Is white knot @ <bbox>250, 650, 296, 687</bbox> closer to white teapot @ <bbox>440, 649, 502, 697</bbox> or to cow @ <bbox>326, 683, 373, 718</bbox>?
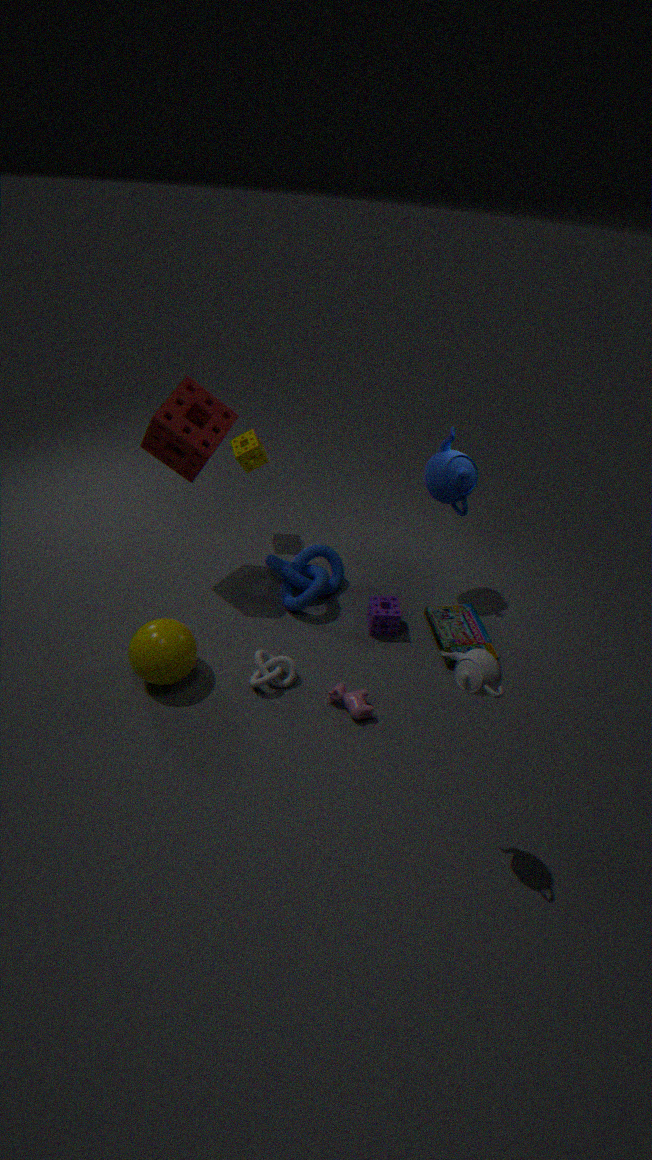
cow @ <bbox>326, 683, 373, 718</bbox>
